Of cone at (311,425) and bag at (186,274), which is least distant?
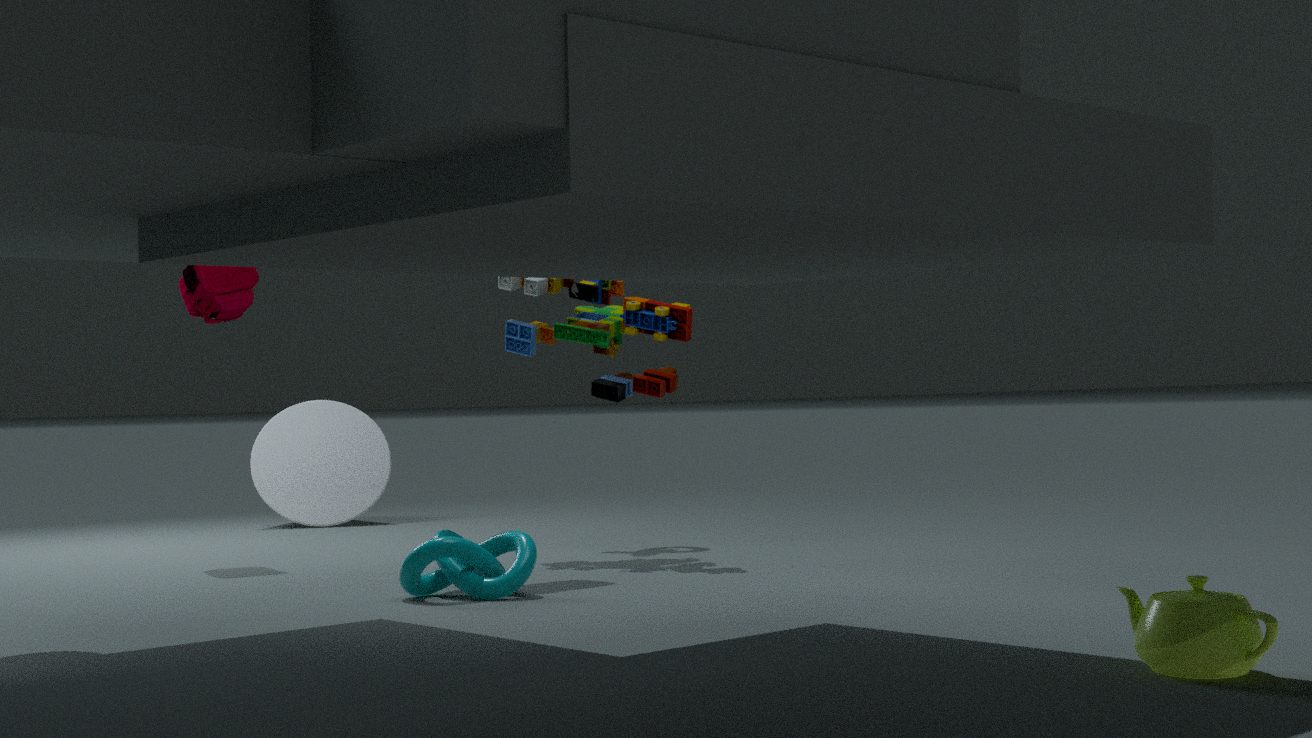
bag at (186,274)
